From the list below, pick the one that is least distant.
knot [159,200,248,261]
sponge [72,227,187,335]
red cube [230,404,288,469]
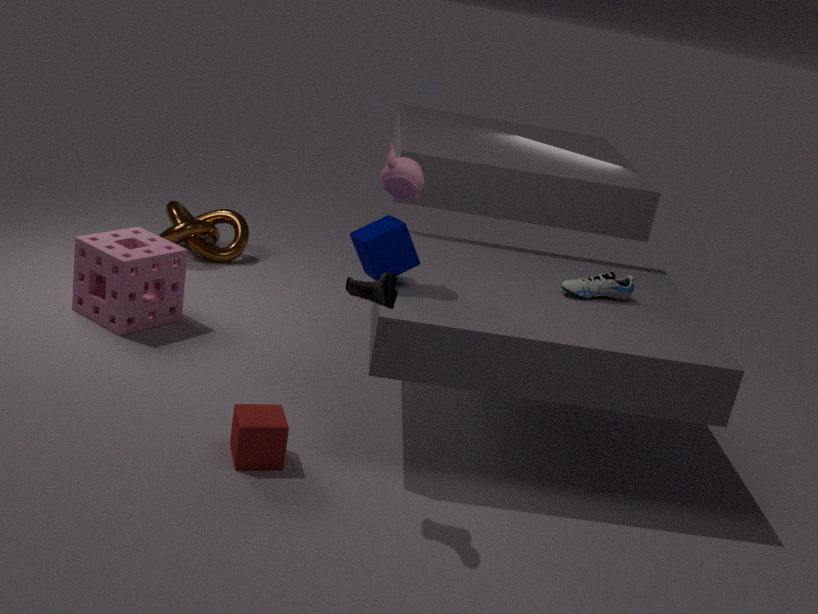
red cube [230,404,288,469]
